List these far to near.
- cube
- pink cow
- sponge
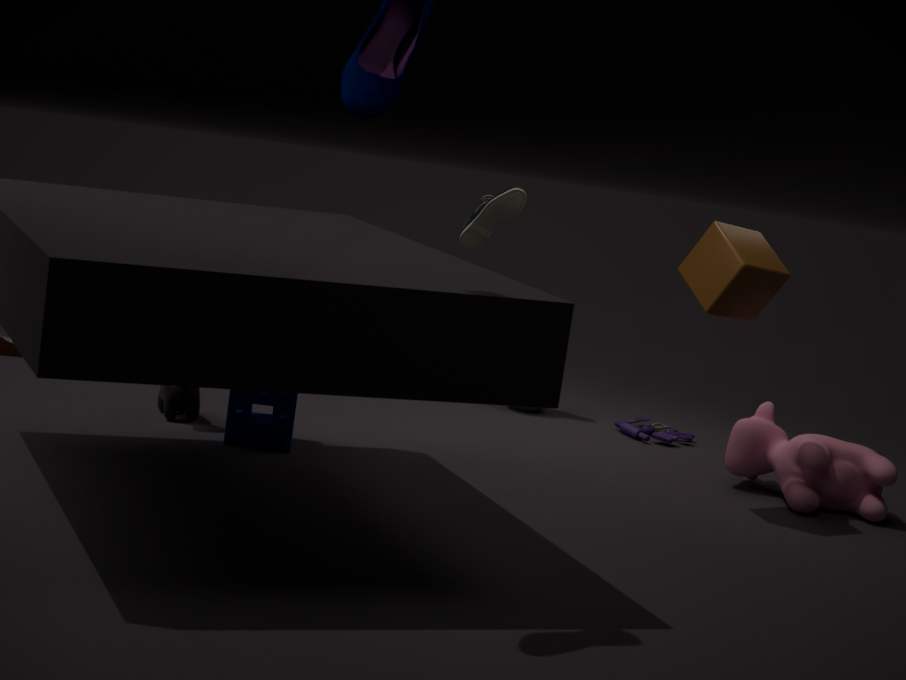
pink cow
sponge
cube
